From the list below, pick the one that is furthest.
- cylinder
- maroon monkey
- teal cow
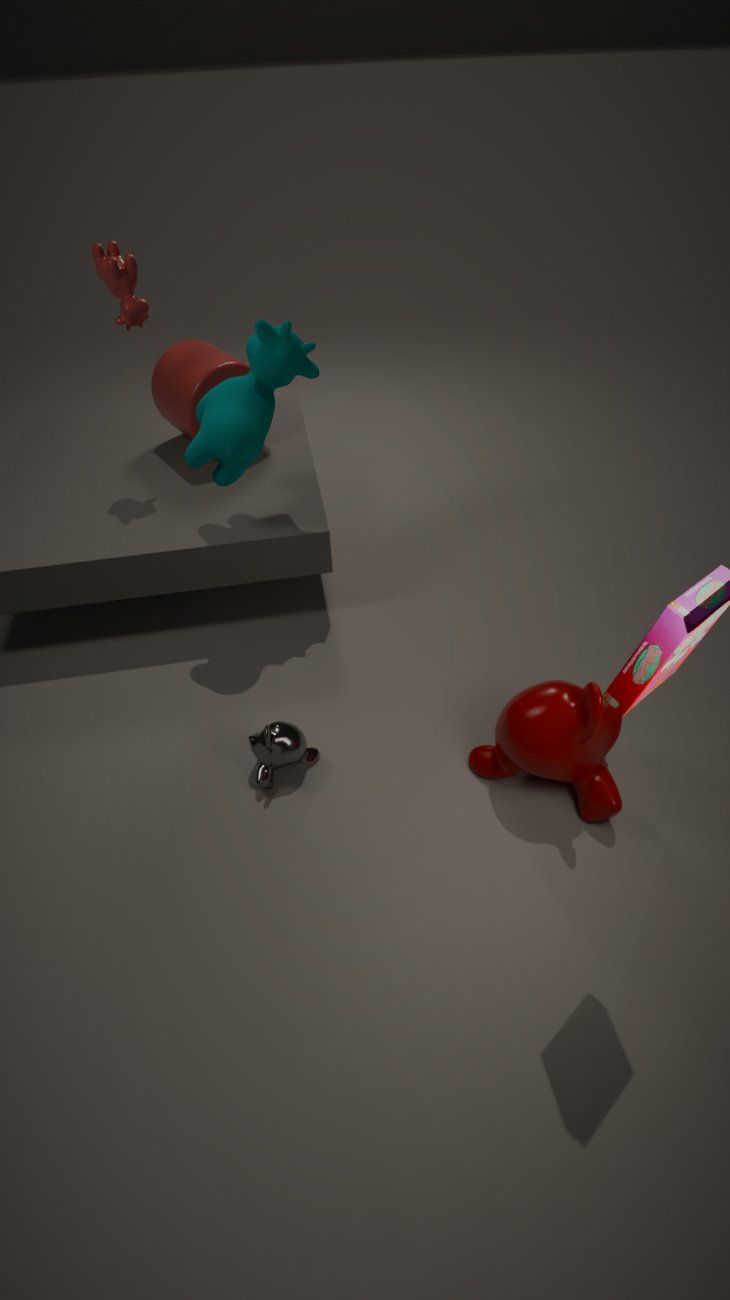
cylinder
